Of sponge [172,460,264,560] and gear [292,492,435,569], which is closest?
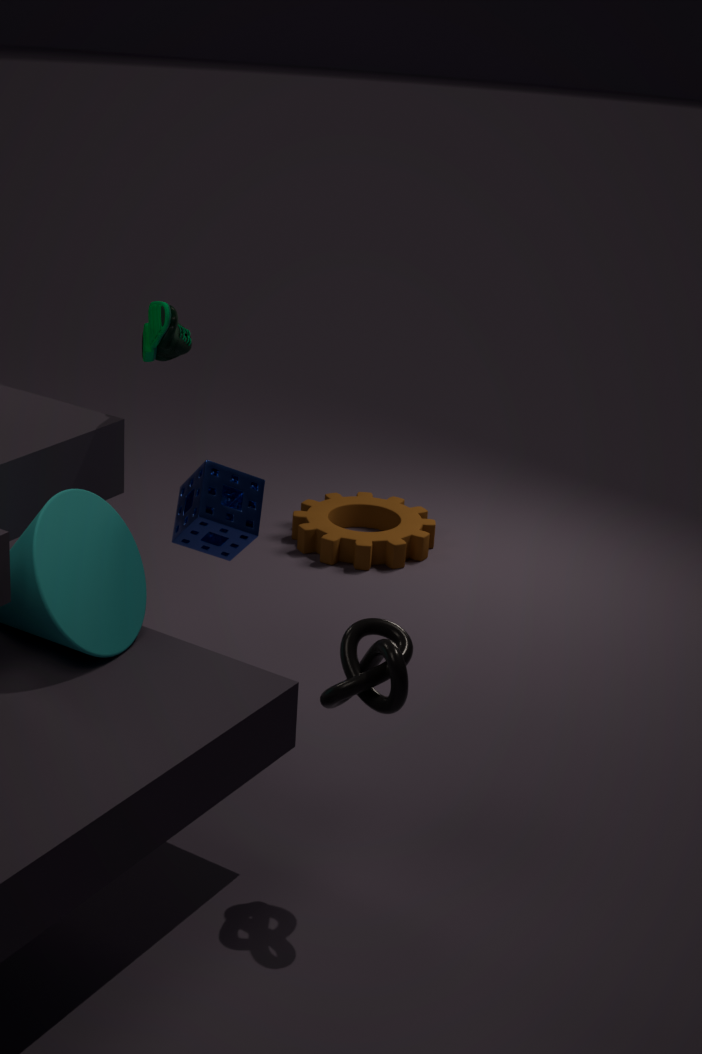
sponge [172,460,264,560]
